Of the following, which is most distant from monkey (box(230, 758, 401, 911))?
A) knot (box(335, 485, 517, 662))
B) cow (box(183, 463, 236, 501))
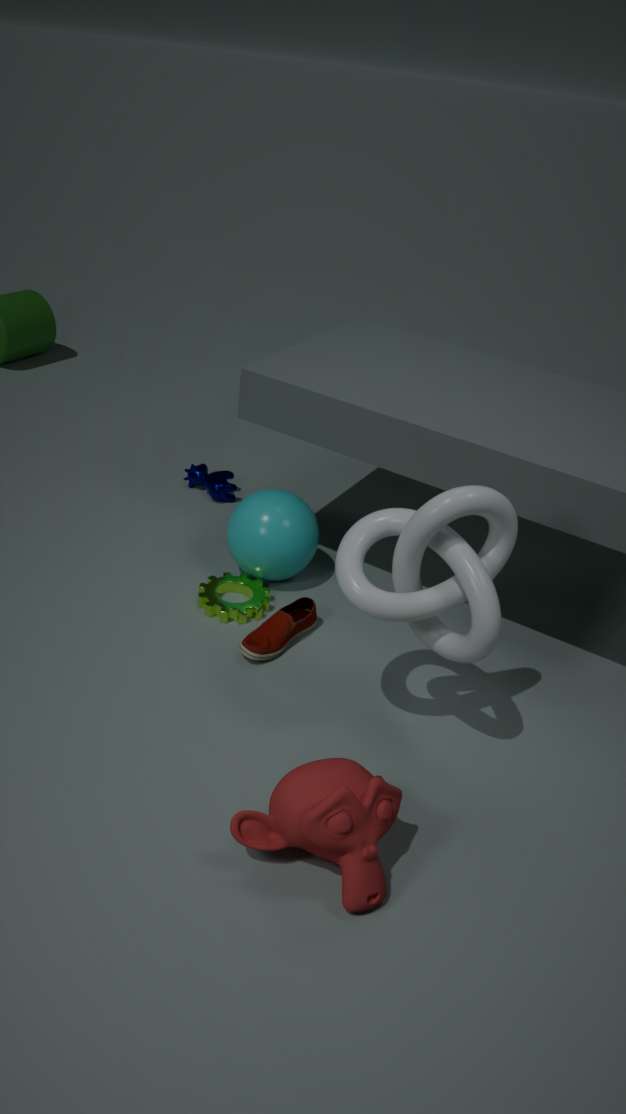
cow (box(183, 463, 236, 501))
